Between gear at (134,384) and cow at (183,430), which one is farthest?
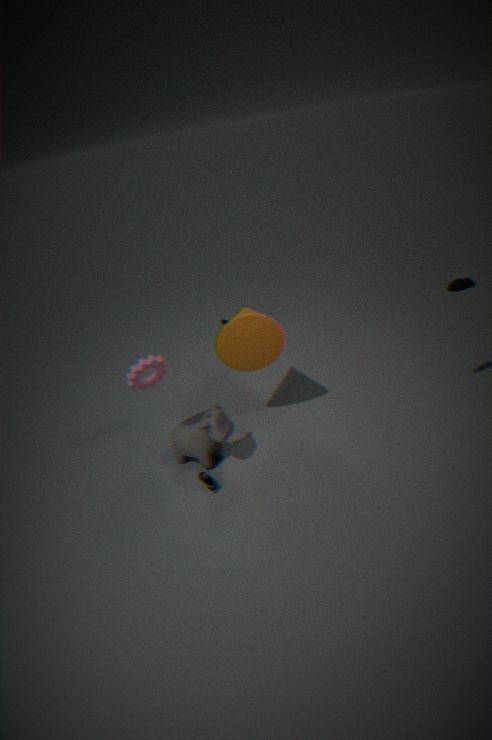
gear at (134,384)
